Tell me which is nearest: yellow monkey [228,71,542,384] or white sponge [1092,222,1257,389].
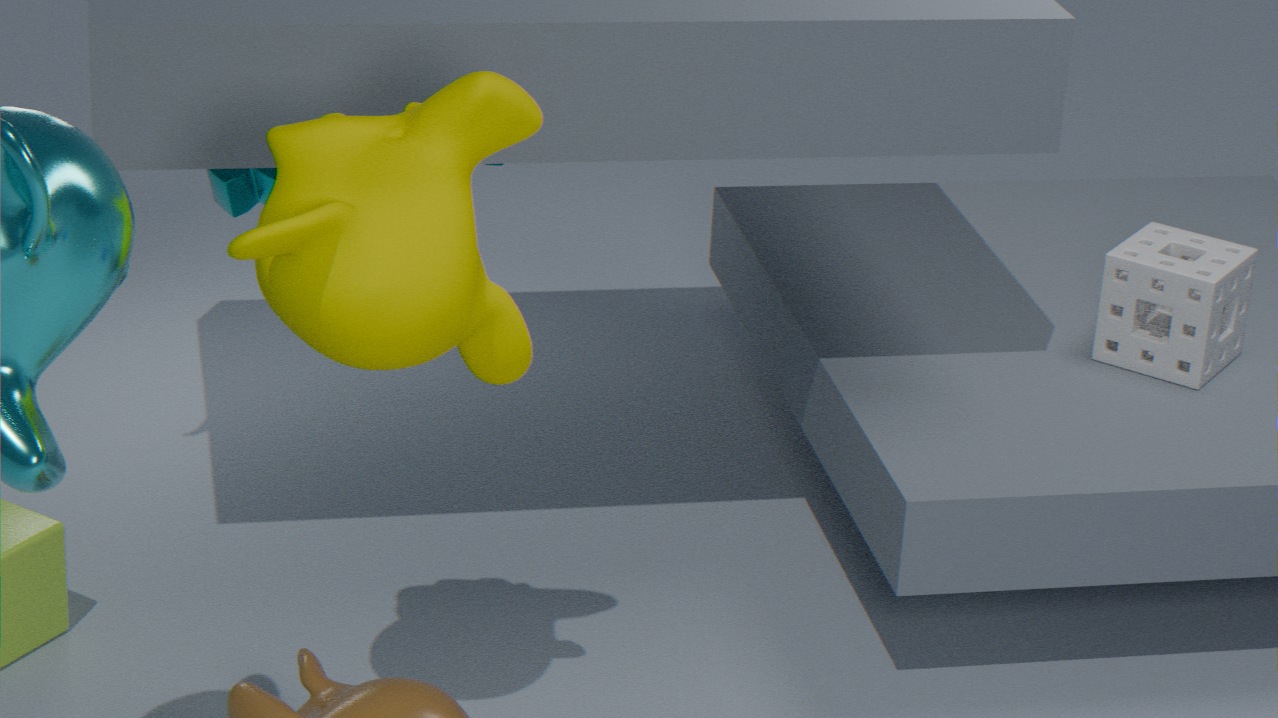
yellow monkey [228,71,542,384]
